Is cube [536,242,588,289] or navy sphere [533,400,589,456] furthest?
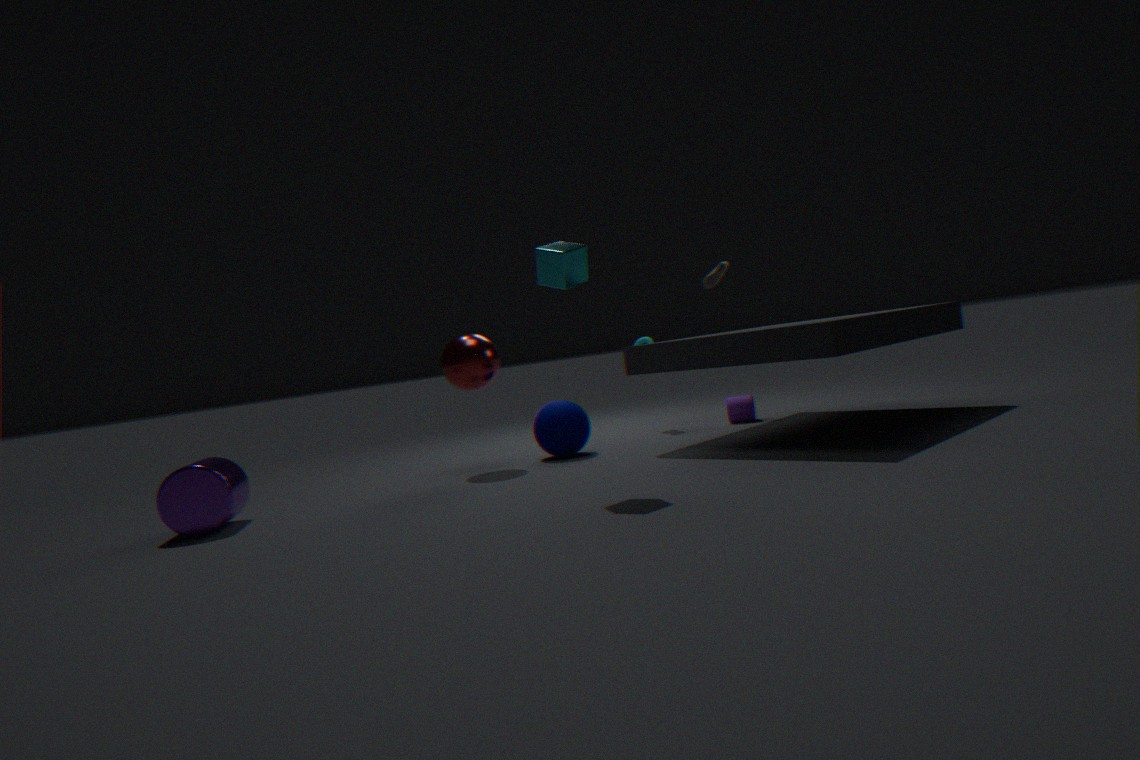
navy sphere [533,400,589,456]
